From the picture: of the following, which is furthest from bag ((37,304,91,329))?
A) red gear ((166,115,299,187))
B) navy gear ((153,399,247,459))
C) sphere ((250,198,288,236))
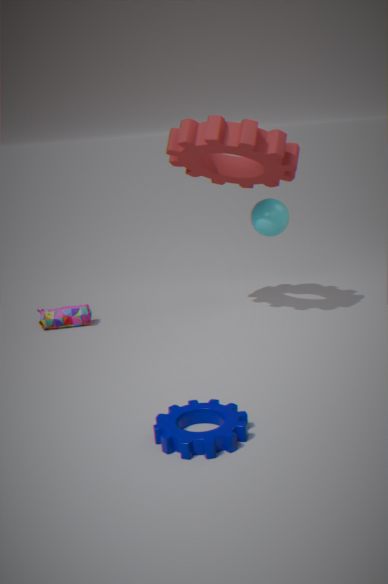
navy gear ((153,399,247,459))
